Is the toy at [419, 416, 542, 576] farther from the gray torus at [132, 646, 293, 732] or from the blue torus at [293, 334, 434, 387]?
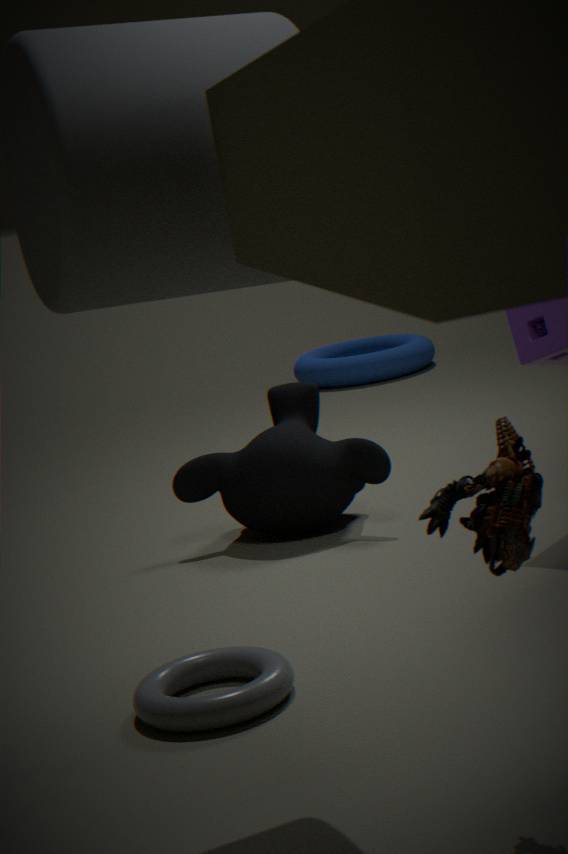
the blue torus at [293, 334, 434, 387]
